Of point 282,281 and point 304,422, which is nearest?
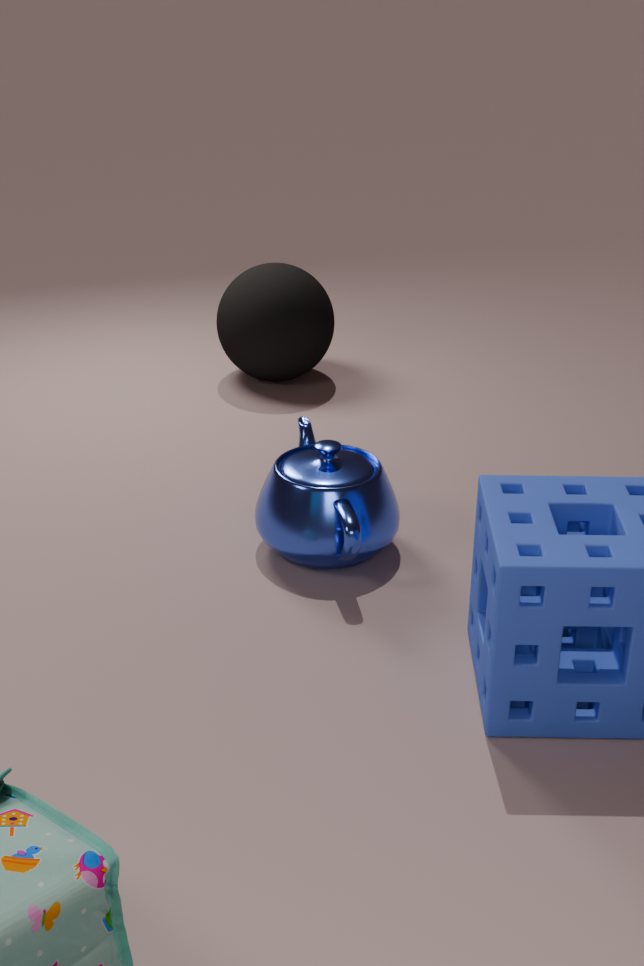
point 304,422
